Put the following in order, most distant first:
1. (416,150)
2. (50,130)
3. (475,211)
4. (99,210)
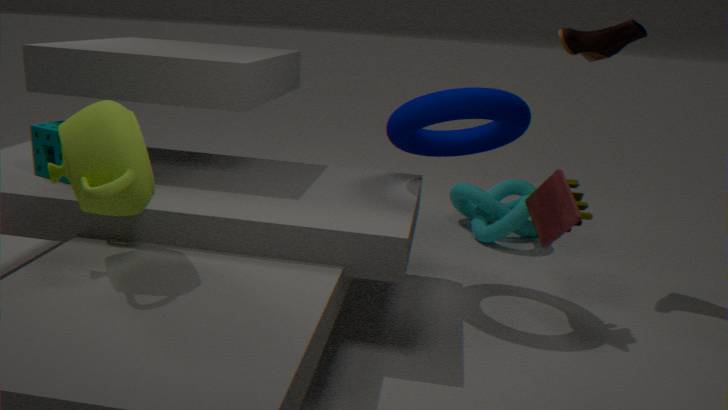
(475,211) → (416,150) → (50,130) → (99,210)
